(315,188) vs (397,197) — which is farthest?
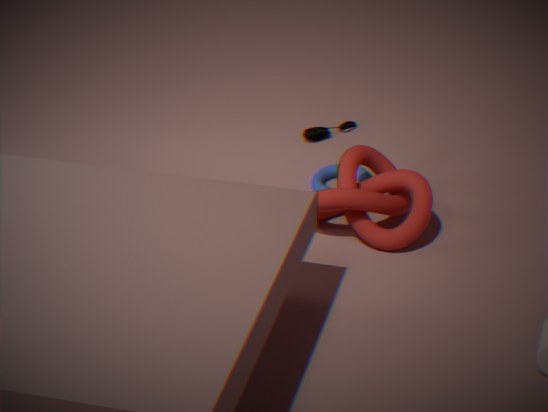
(315,188)
